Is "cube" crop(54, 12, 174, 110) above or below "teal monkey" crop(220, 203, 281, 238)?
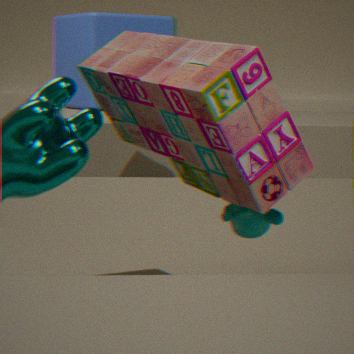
above
